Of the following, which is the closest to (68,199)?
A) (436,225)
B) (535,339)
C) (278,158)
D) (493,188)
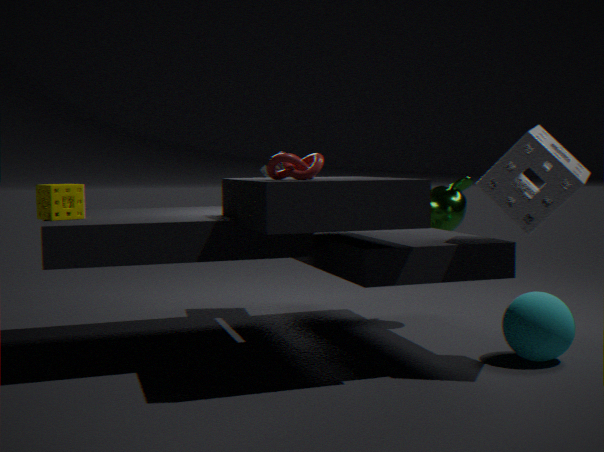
(278,158)
